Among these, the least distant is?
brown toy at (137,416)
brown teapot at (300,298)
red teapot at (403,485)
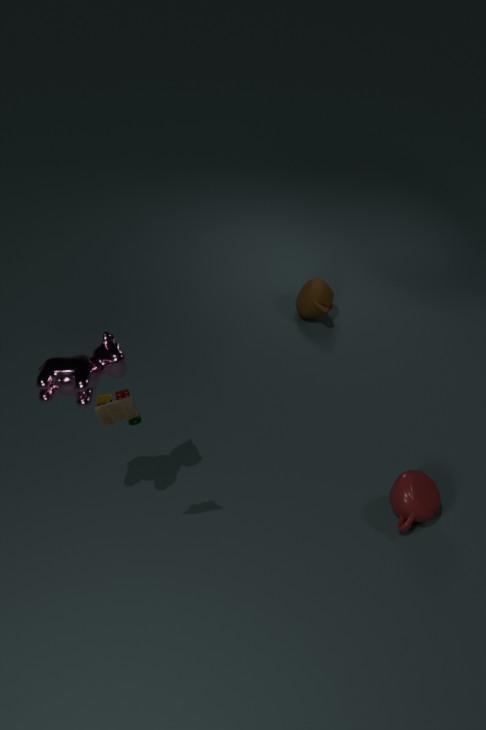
brown toy at (137,416)
